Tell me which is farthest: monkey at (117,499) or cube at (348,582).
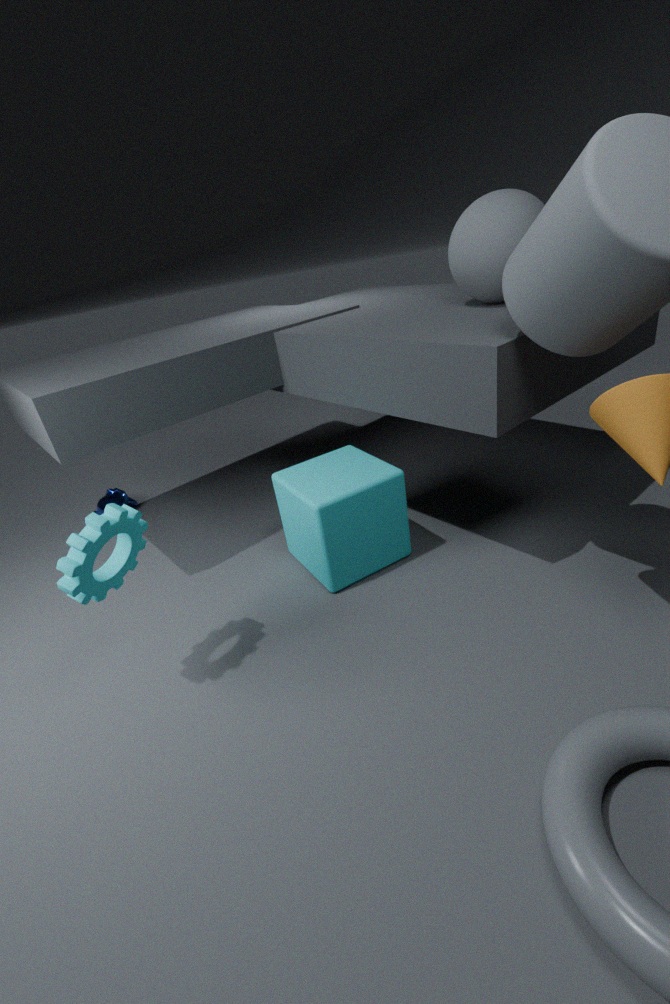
monkey at (117,499)
